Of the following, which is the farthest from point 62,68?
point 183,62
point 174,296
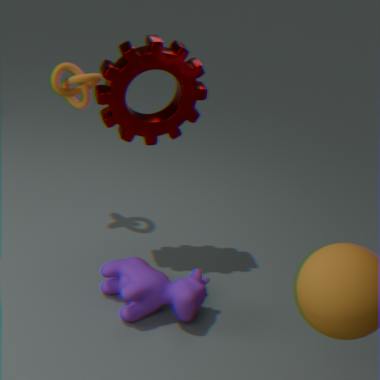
point 174,296
